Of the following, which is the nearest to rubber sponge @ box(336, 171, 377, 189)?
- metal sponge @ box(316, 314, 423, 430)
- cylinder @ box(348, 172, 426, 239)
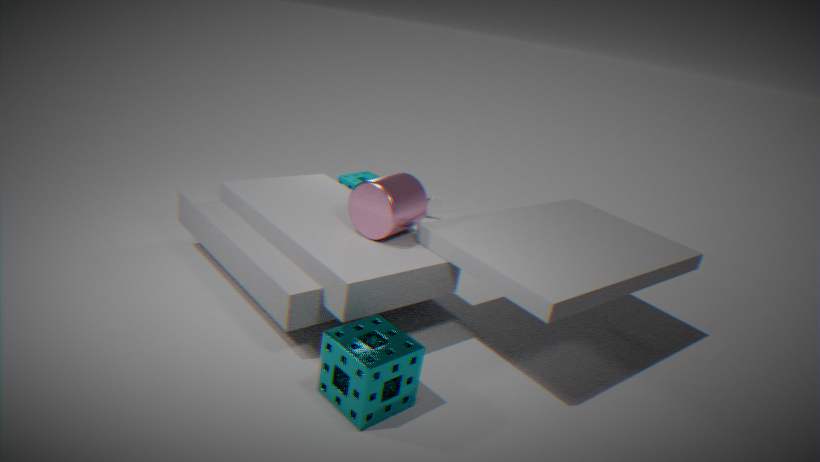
cylinder @ box(348, 172, 426, 239)
